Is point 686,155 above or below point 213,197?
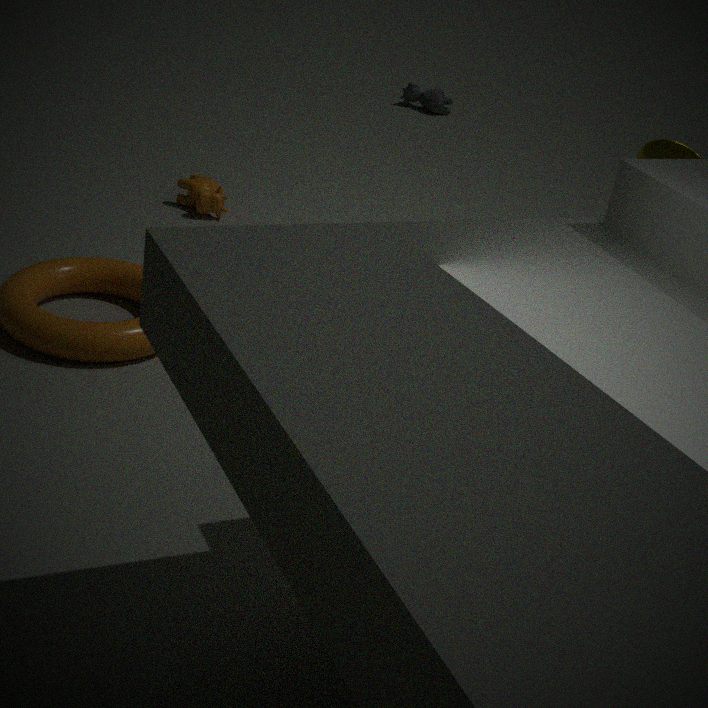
above
